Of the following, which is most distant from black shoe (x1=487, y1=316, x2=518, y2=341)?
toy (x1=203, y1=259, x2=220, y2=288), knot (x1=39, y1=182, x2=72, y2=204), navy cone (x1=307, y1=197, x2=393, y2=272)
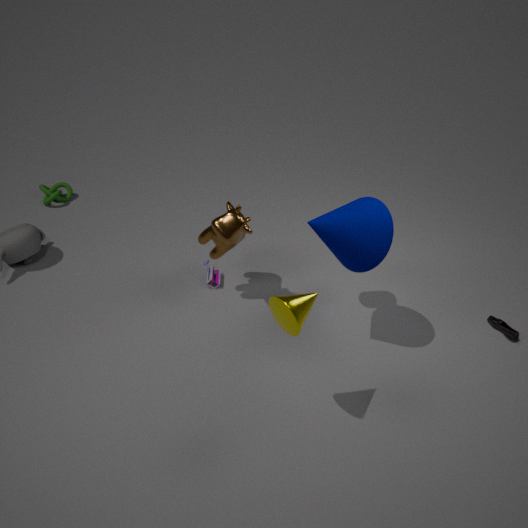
knot (x1=39, y1=182, x2=72, y2=204)
